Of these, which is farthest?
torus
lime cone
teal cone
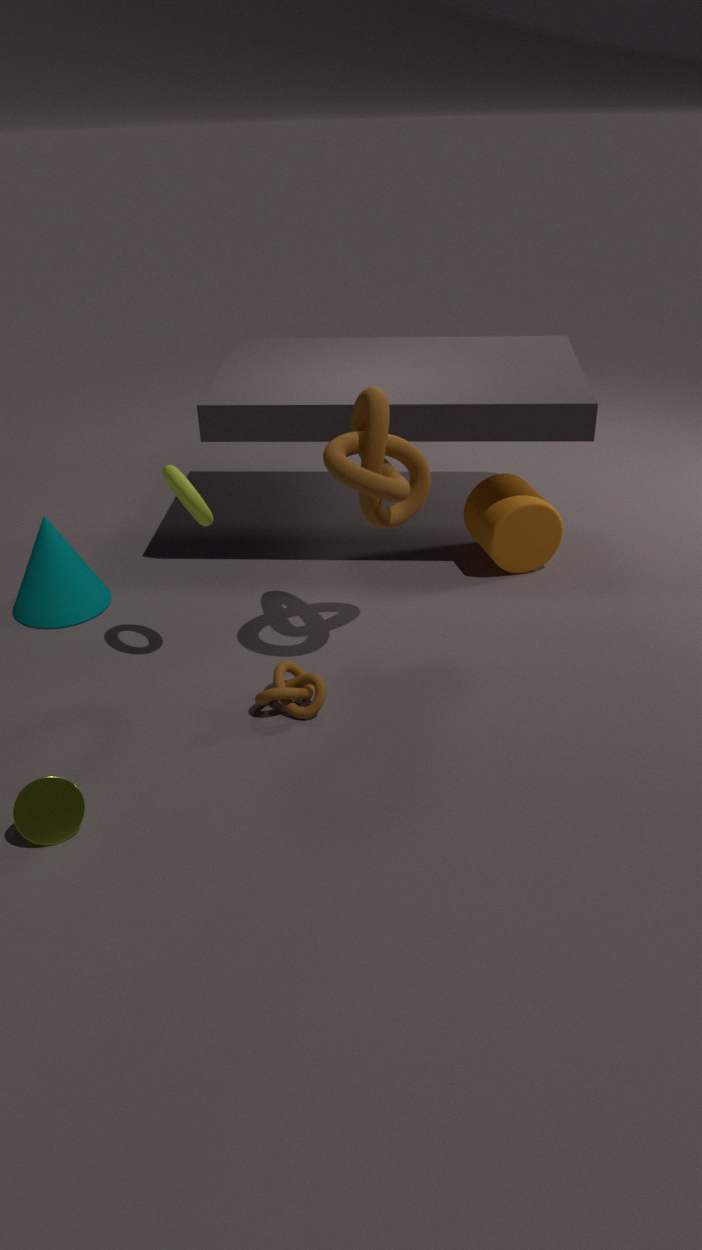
teal cone
